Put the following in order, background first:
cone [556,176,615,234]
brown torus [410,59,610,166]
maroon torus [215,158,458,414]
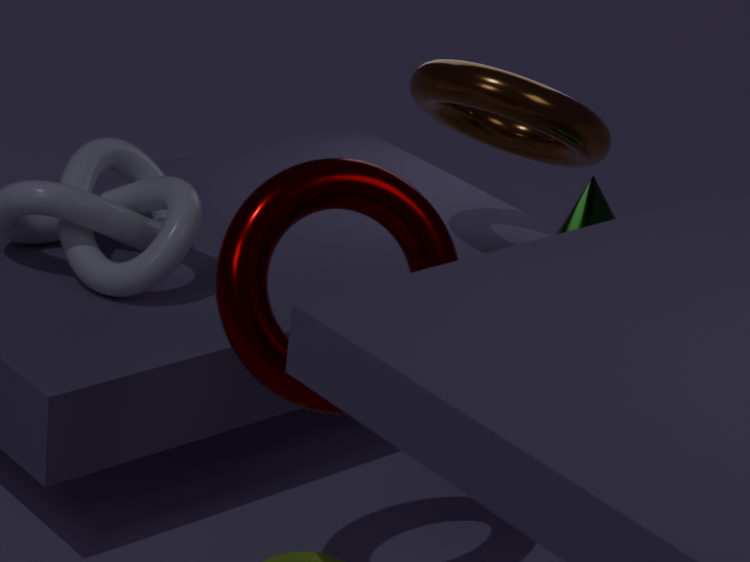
cone [556,176,615,234]
brown torus [410,59,610,166]
maroon torus [215,158,458,414]
